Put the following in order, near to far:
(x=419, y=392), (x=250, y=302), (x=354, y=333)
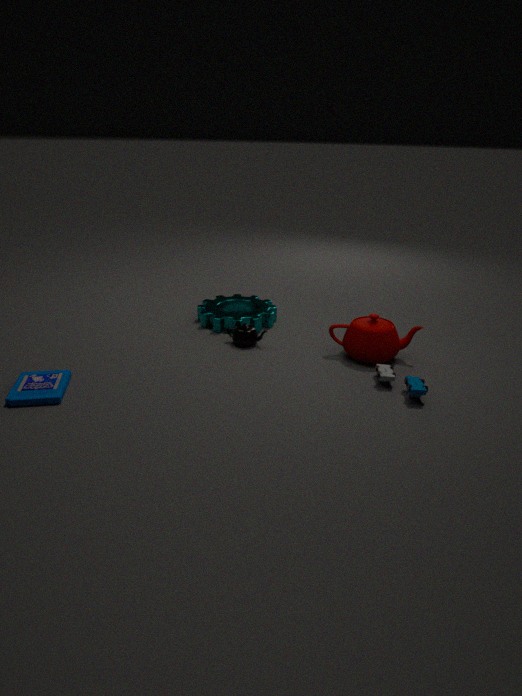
1. (x=419, y=392)
2. (x=354, y=333)
3. (x=250, y=302)
